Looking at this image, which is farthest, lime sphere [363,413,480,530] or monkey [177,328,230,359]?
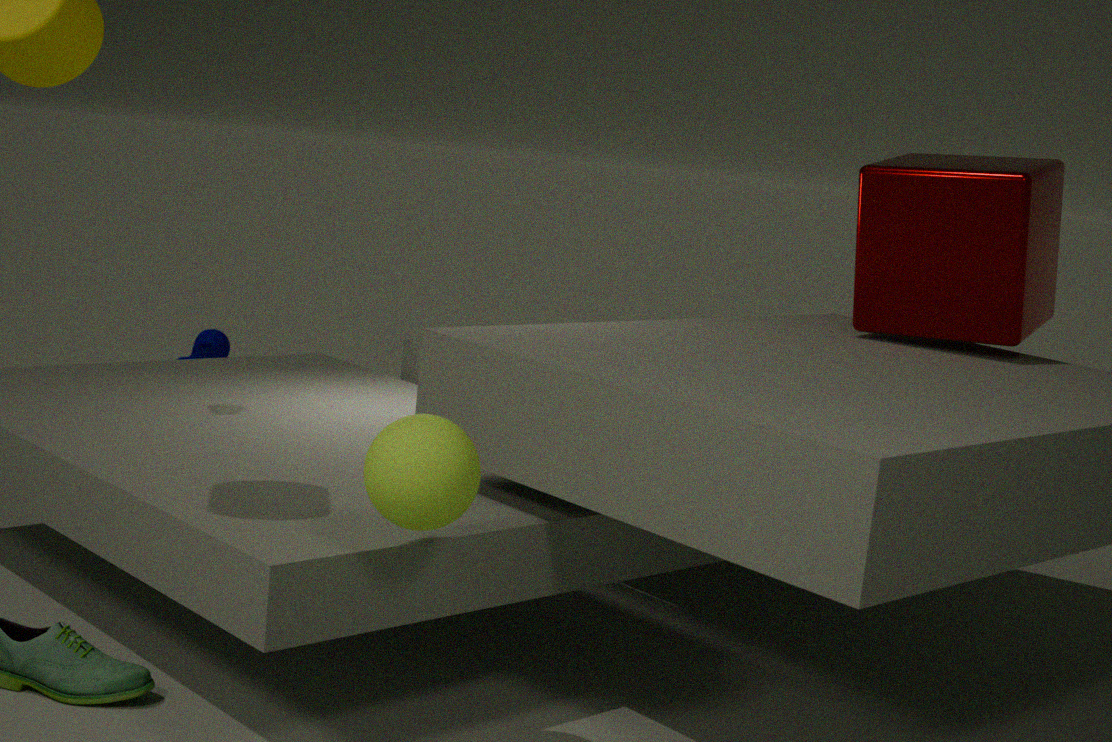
monkey [177,328,230,359]
